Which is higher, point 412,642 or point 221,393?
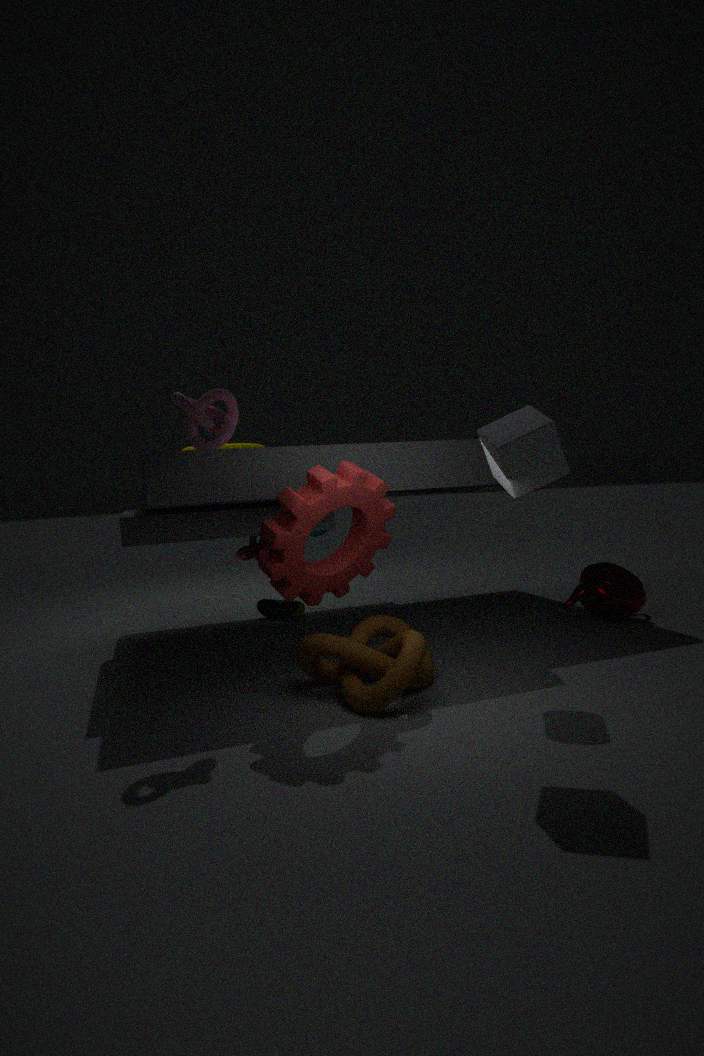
point 221,393
